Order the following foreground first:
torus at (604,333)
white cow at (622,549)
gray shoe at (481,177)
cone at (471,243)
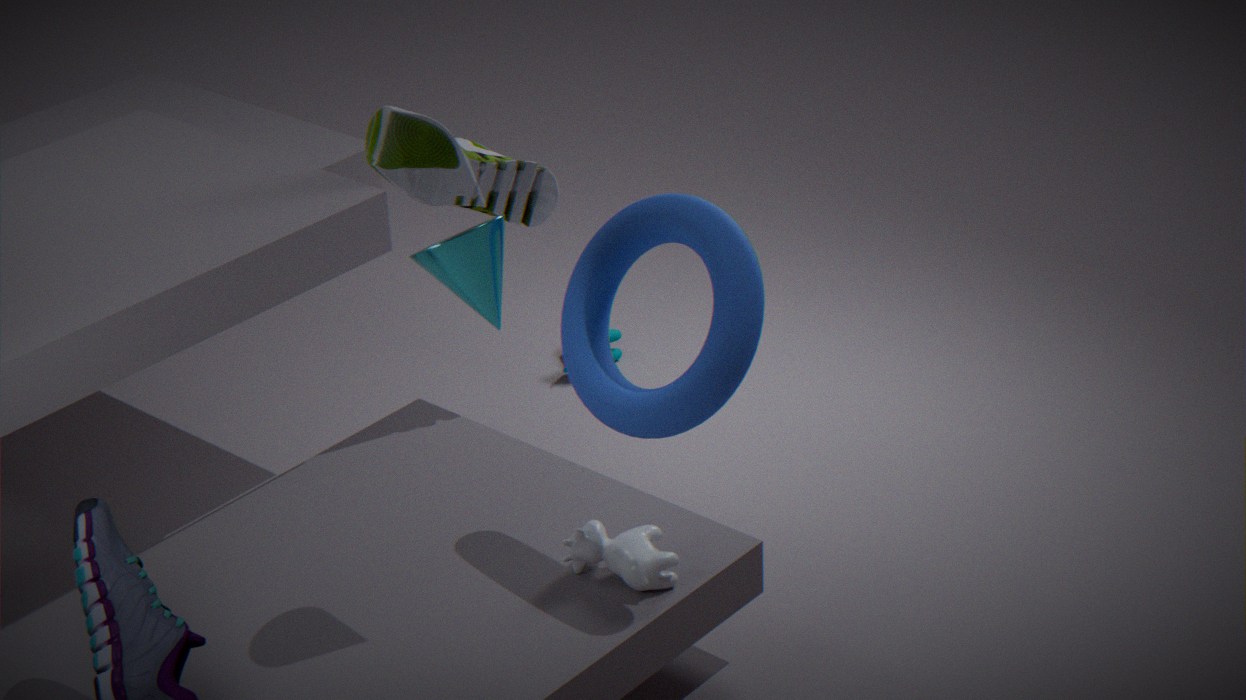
cone at (471,243), torus at (604,333), white cow at (622,549), gray shoe at (481,177)
